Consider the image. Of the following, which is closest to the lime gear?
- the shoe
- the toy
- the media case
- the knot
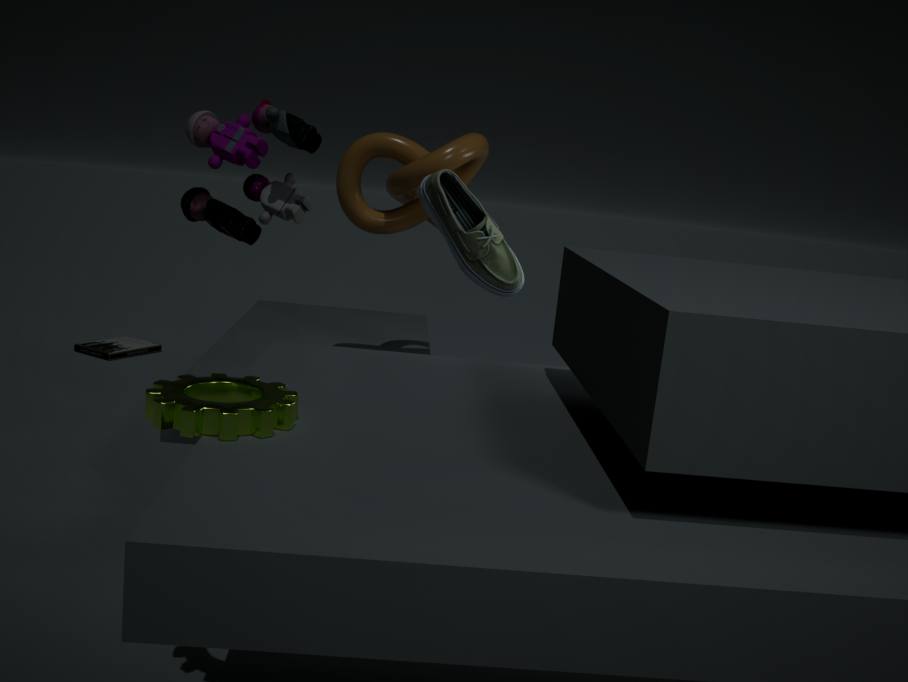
the toy
